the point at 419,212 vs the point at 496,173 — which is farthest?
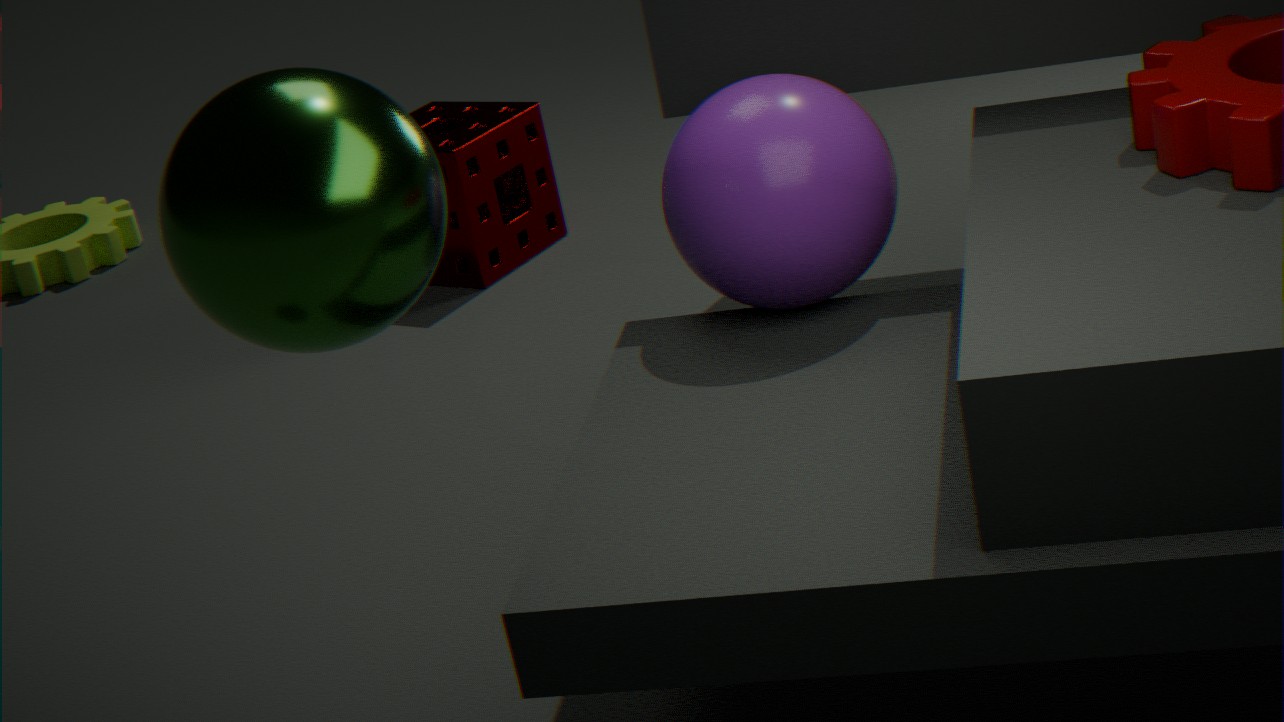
the point at 496,173
